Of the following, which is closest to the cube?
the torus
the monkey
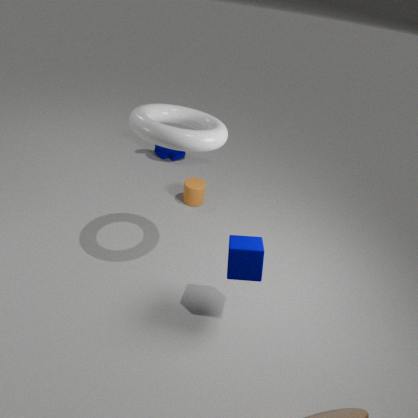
the torus
